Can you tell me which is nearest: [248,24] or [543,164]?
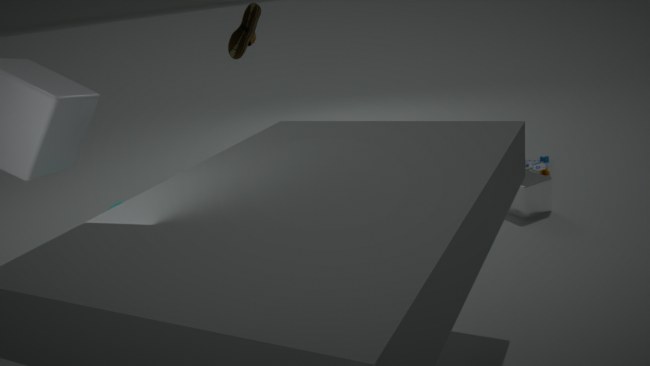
[248,24]
